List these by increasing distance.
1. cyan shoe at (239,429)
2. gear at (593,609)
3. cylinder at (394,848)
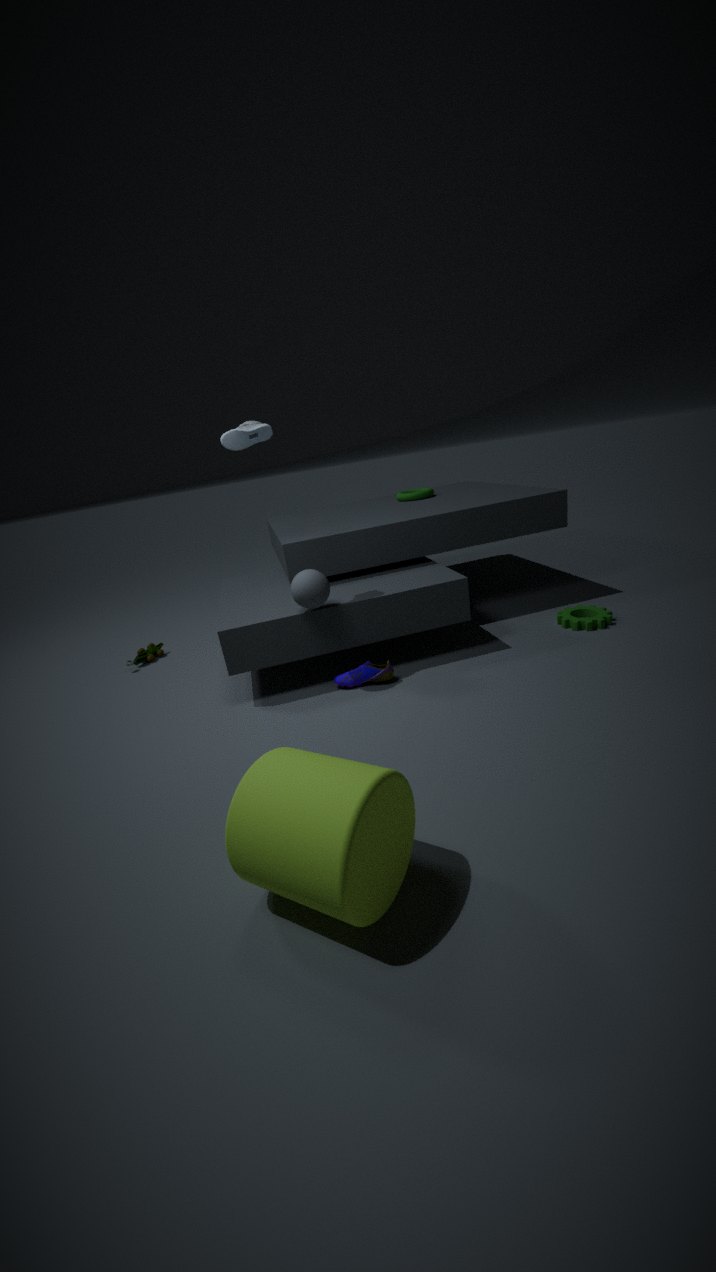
cylinder at (394,848)
cyan shoe at (239,429)
gear at (593,609)
